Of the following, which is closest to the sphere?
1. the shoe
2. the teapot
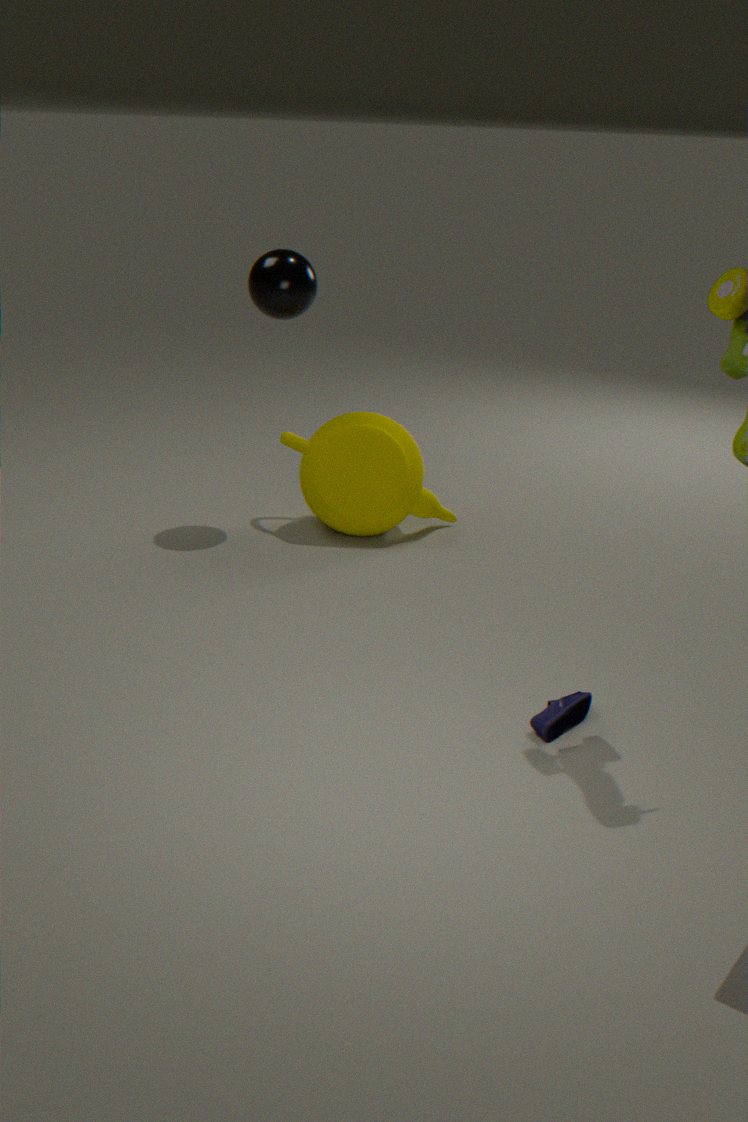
the teapot
